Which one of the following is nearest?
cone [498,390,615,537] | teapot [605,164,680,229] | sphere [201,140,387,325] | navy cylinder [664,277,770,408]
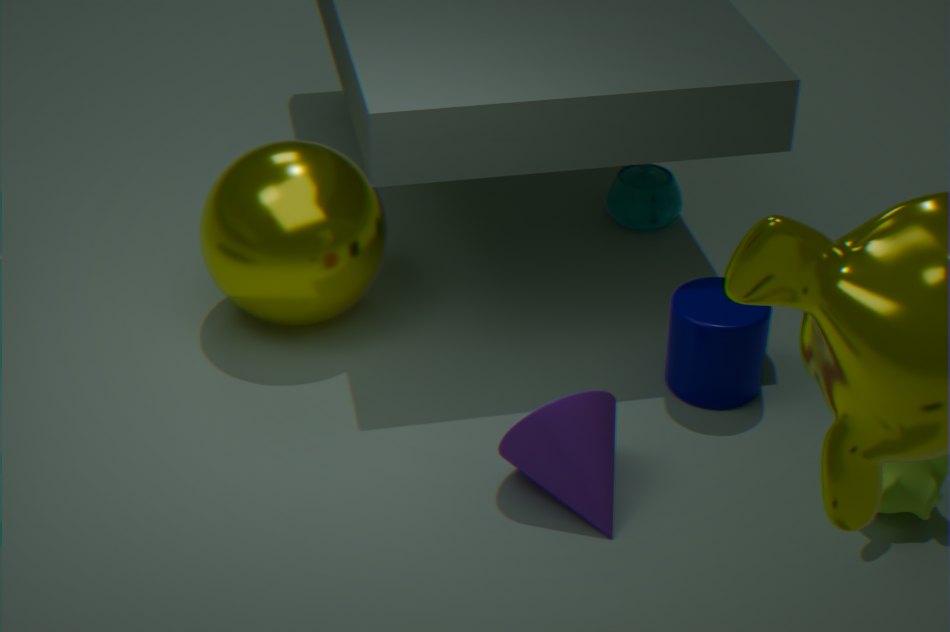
cone [498,390,615,537]
